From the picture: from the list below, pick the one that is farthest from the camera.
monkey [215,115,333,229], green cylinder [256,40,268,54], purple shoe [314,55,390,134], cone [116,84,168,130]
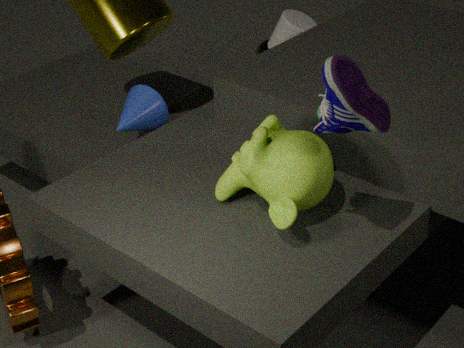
green cylinder [256,40,268,54]
